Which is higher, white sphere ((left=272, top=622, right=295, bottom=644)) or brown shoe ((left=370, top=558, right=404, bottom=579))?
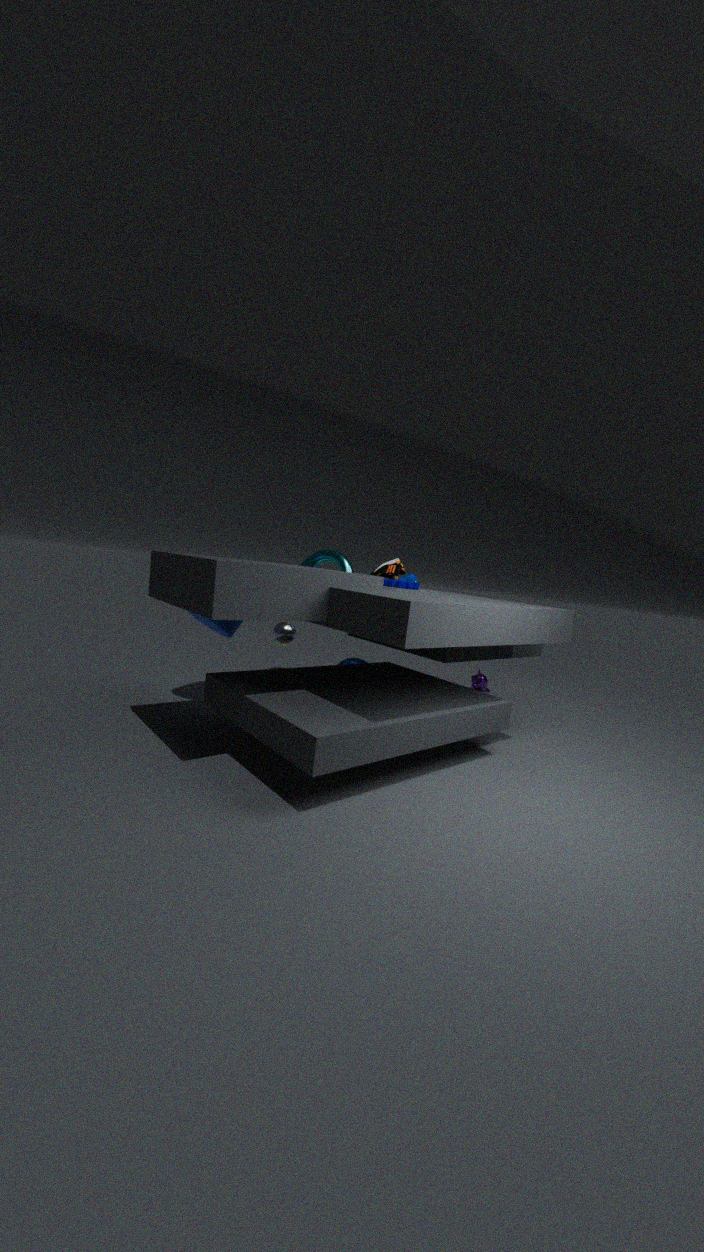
brown shoe ((left=370, top=558, right=404, bottom=579))
